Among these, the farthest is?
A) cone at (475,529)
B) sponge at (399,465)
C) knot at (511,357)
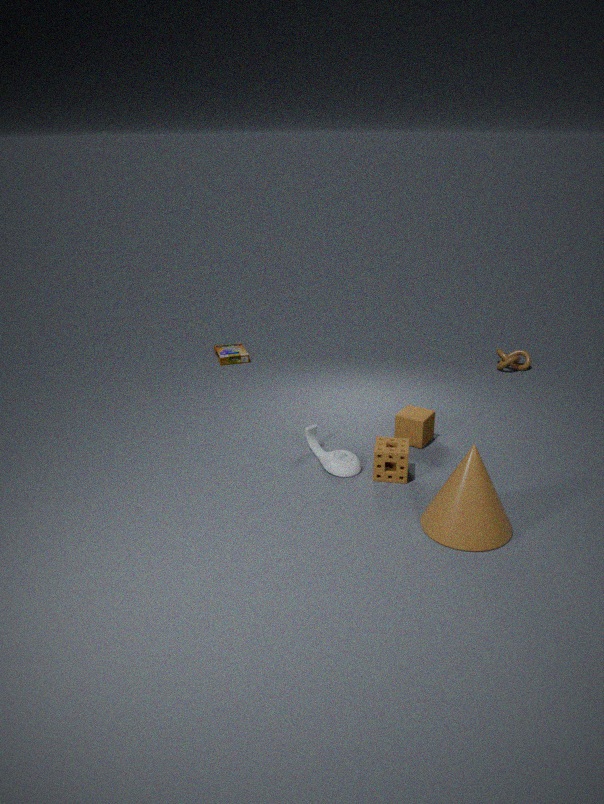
knot at (511,357)
